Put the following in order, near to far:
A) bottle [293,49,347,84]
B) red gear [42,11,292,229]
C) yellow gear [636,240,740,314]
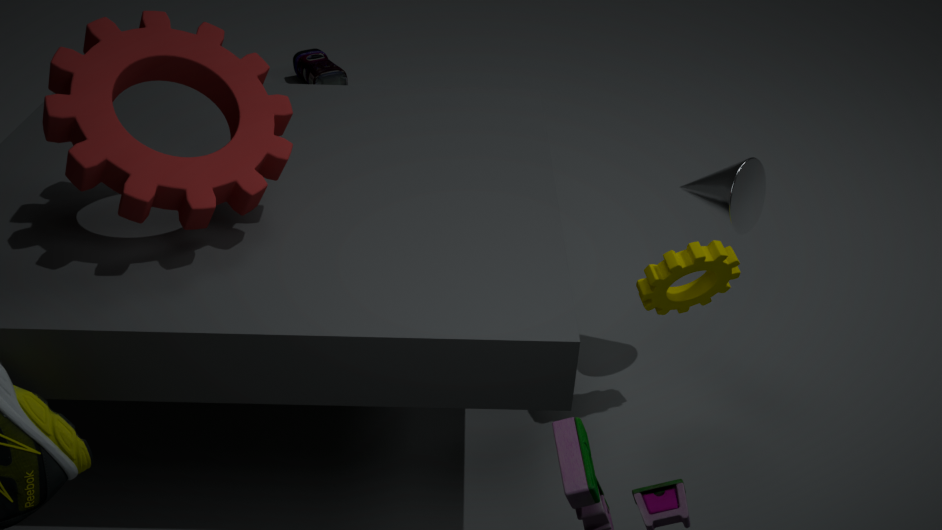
red gear [42,11,292,229] → yellow gear [636,240,740,314] → bottle [293,49,347,84]
